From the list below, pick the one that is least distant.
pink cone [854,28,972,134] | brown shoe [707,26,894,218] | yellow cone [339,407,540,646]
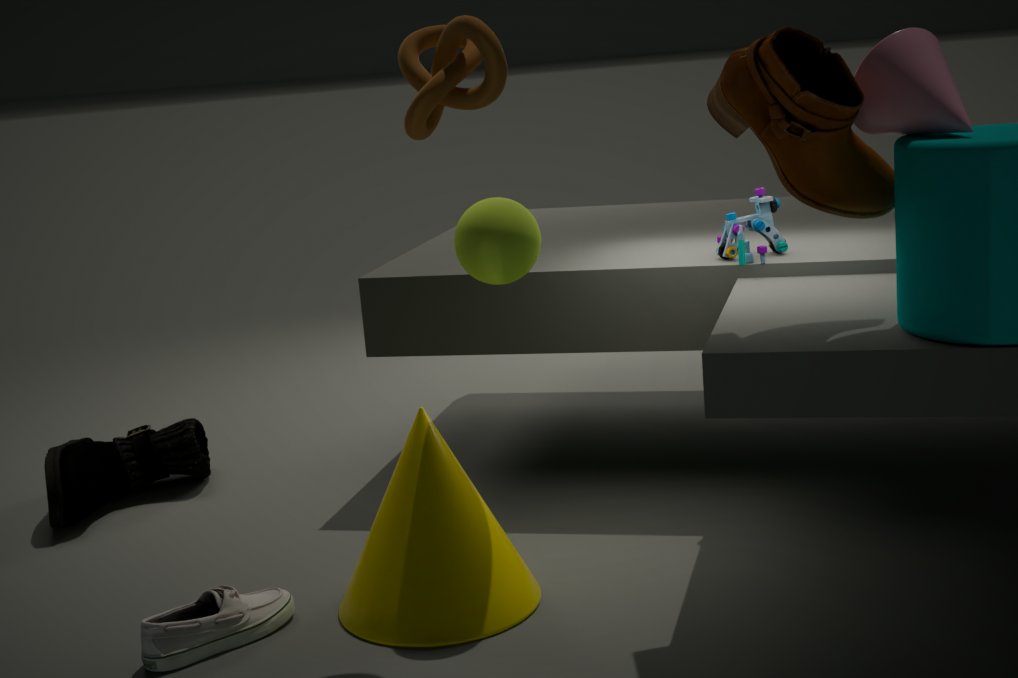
brown shoe [707,26,894,218]
